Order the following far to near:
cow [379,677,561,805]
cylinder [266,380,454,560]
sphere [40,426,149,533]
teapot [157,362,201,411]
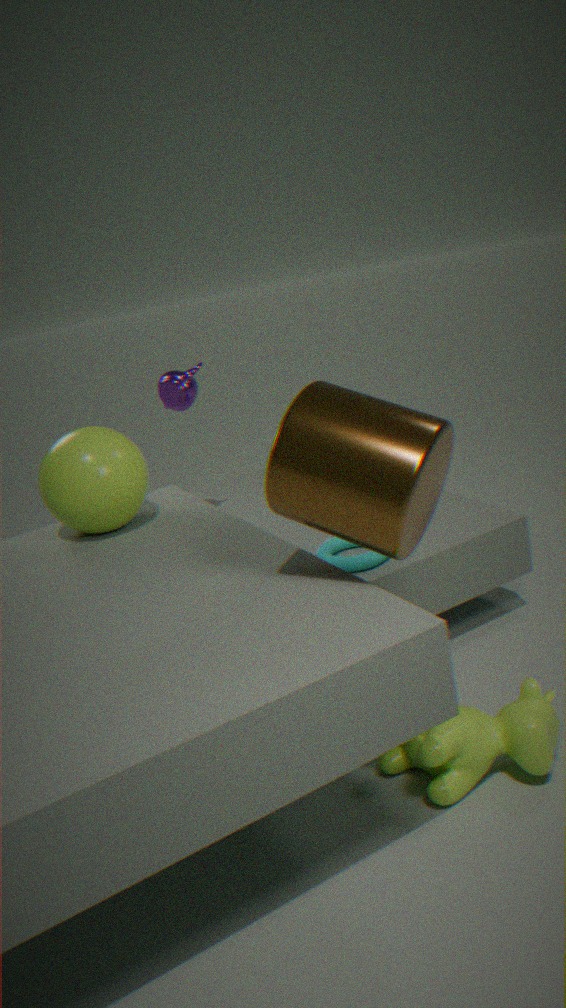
1. teapot [157,362,201,411]
2. sphere [40,426,149,533]
3. cow [379,677,561,805]
4. cylinder [266,380,454,560]
